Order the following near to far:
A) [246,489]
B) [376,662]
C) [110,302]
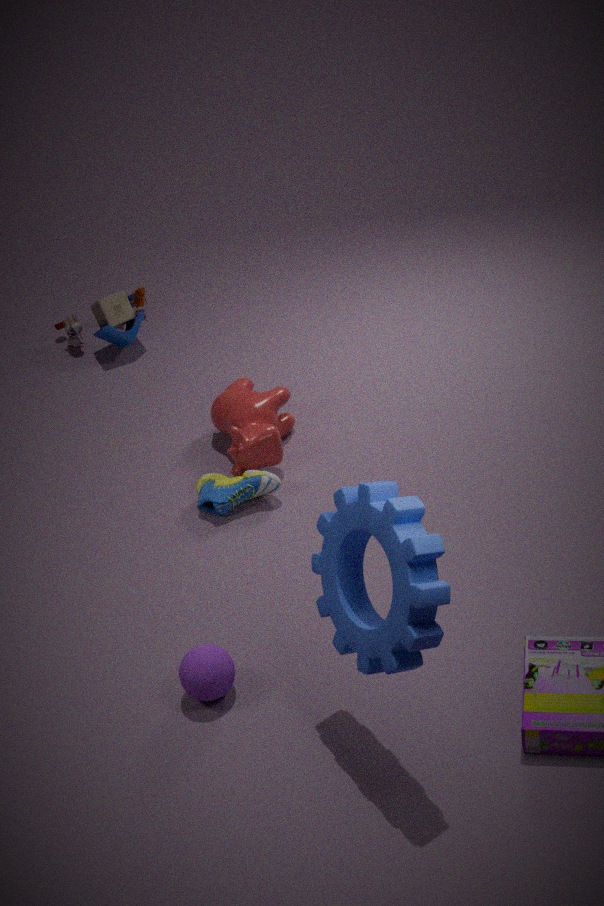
[376,662] < [246,489] < [110,302]
